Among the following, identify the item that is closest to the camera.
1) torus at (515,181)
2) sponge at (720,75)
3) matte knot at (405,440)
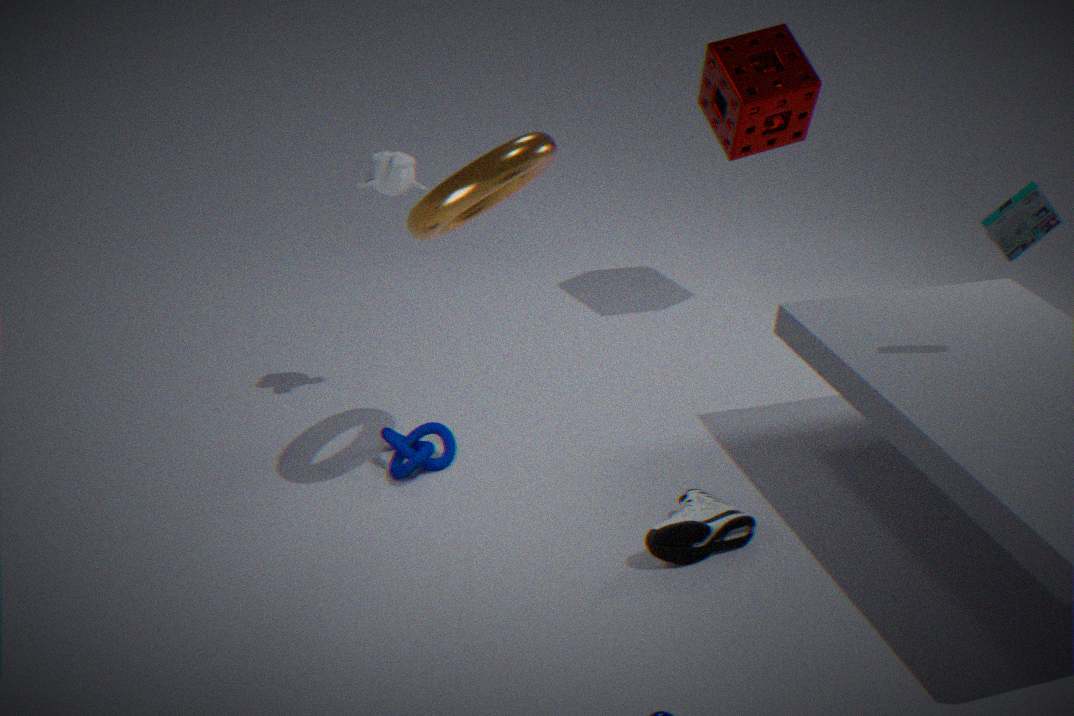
1. torus at (515,181)
